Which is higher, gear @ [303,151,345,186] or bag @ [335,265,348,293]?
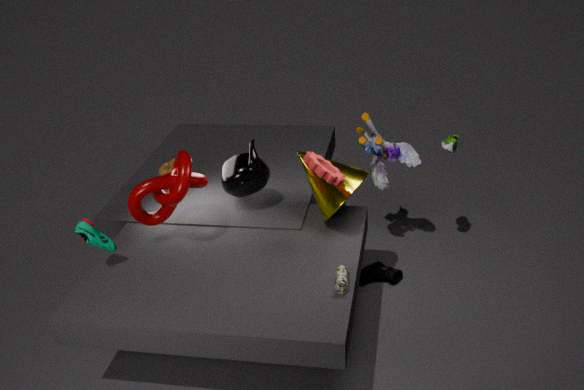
gear @ [303,151,345,186]
